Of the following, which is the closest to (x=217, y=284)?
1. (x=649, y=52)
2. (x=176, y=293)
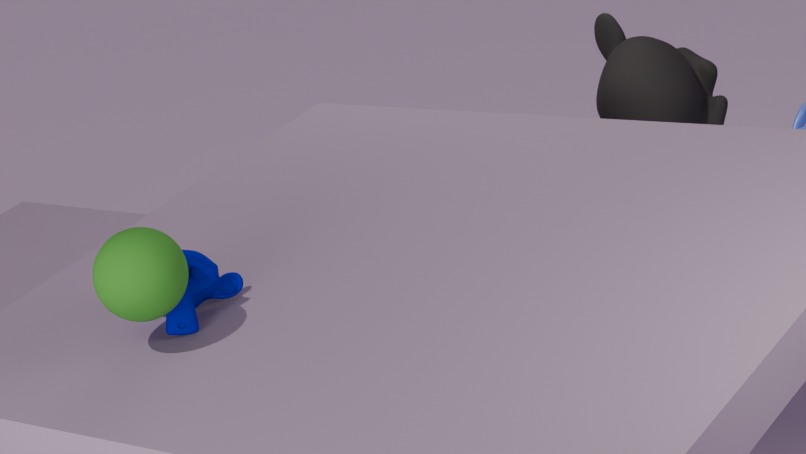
(x=176, y=293)
